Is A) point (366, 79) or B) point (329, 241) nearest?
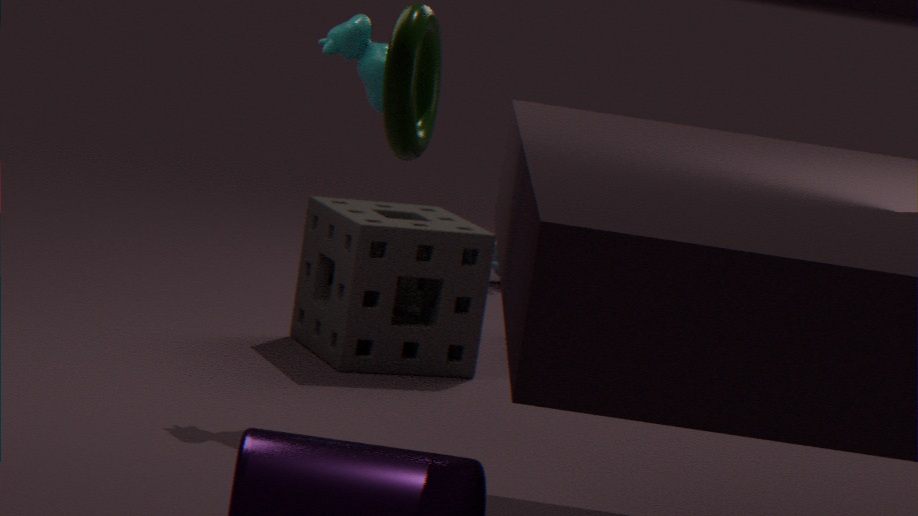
A. point (366, 79)
